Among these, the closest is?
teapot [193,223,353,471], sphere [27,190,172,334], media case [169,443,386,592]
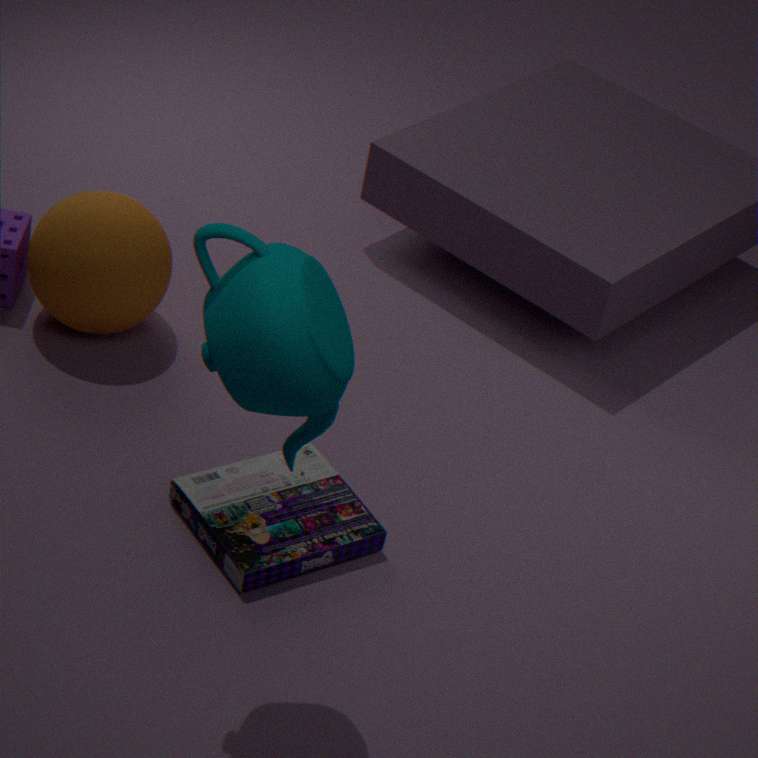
teapot [193,223,353,471]
